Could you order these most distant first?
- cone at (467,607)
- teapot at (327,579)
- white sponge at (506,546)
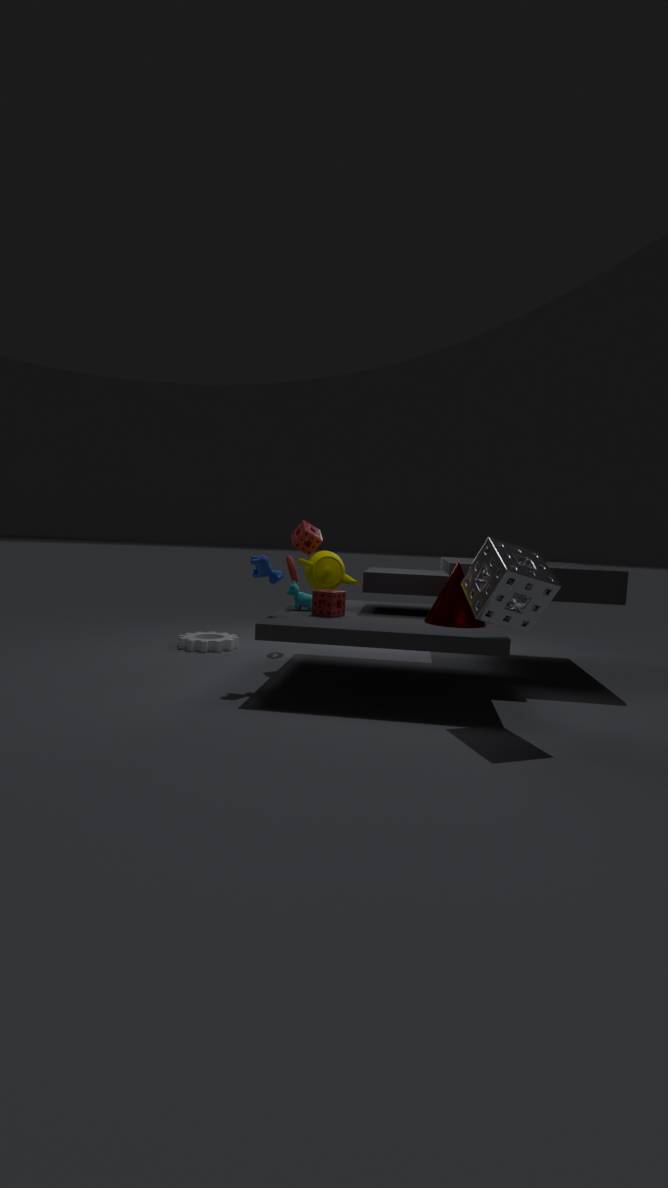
teapot at (327,579), cone at (467,607), white sponge at (506,546)
